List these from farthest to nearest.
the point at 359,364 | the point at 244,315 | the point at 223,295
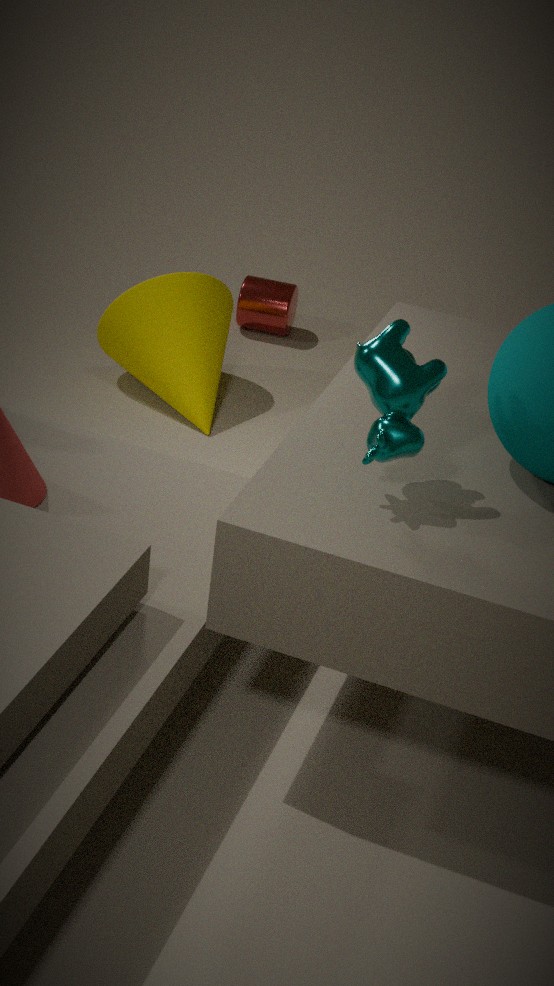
the point at 244,315 < the point at 223,295 < the point at 359,364
